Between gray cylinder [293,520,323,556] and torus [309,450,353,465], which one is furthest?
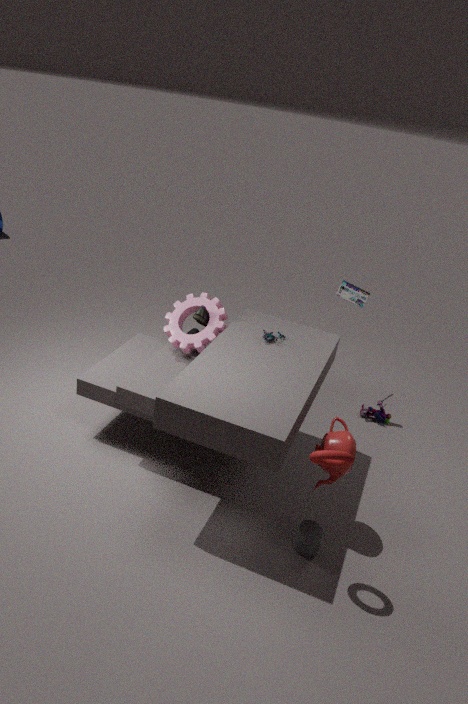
gray cylinder [293,520,323,556]
